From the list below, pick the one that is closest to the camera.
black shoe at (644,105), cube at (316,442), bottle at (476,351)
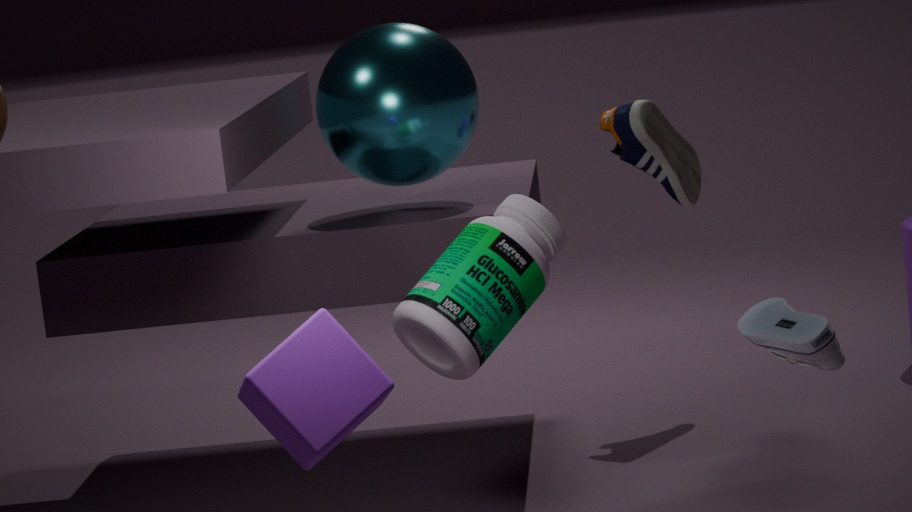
cube at (316,442)
